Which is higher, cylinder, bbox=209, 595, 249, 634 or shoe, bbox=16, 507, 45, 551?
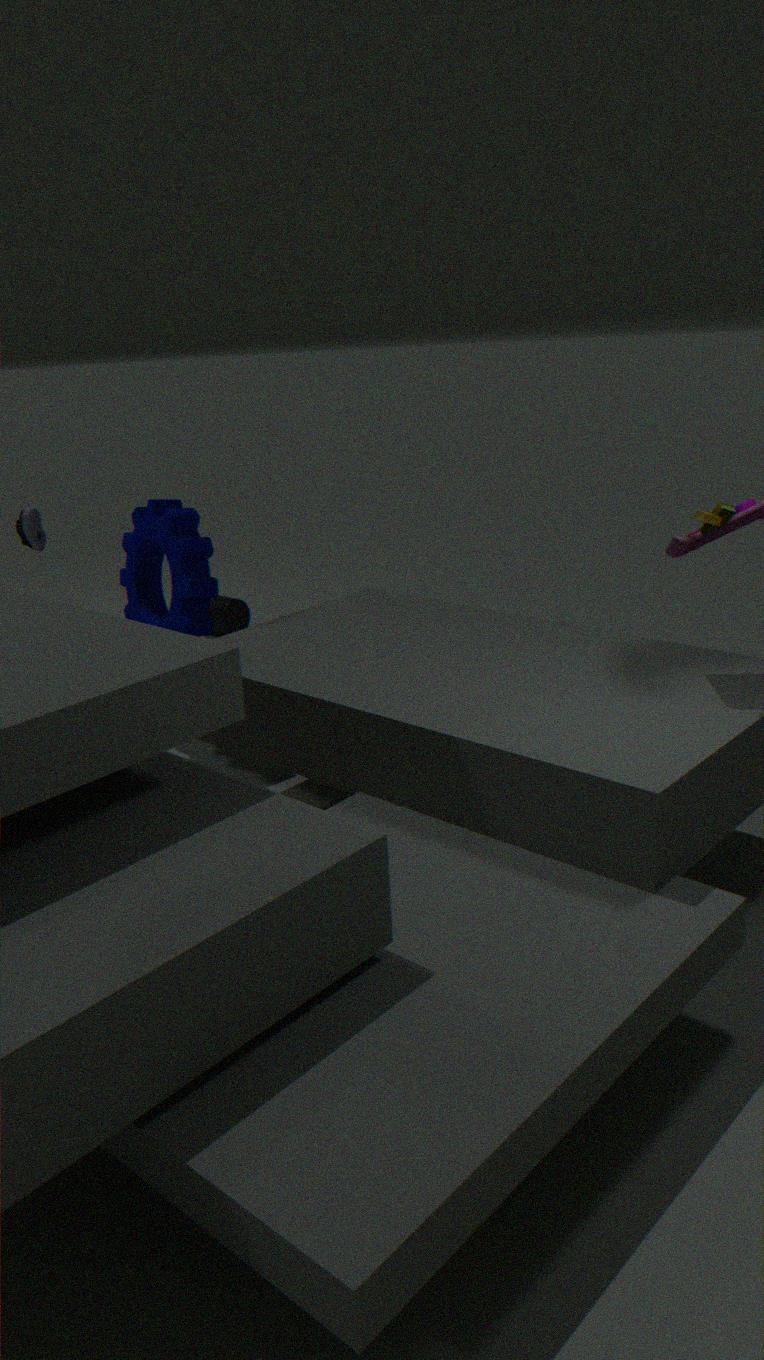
shoe, bbox=16, 507, 45, 551
